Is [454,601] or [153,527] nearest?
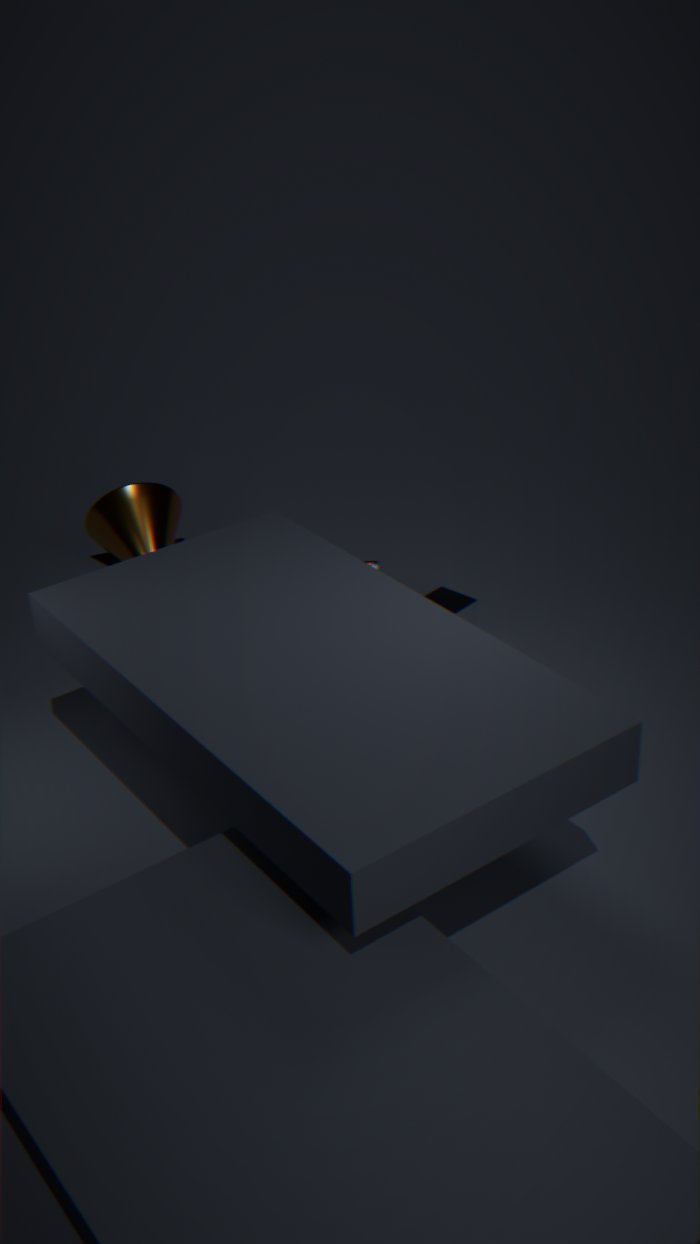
[454,601]
